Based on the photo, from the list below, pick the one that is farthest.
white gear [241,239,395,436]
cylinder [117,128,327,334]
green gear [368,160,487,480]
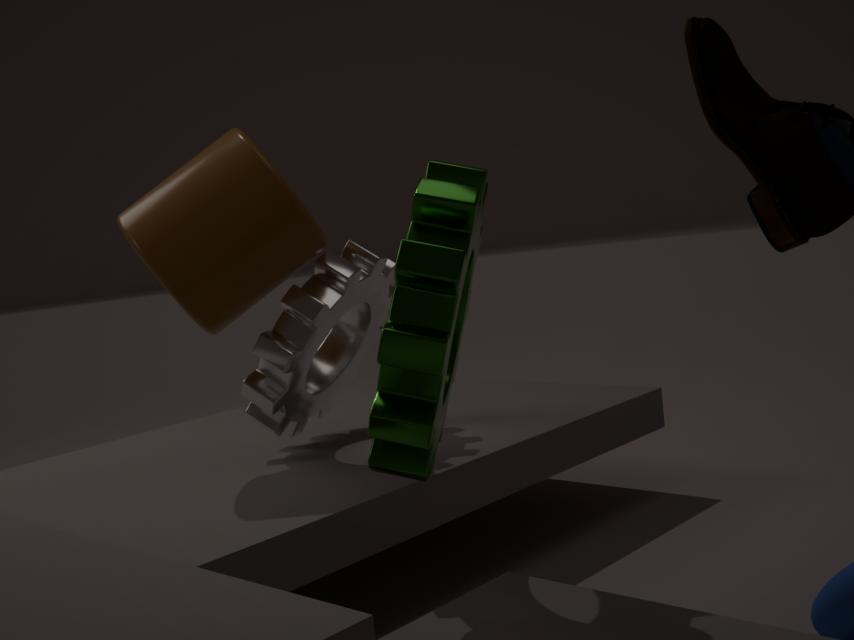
white gear [241,239,395,436]
